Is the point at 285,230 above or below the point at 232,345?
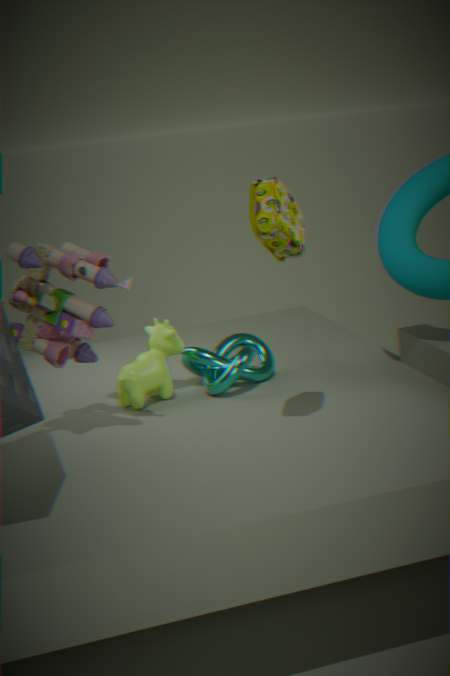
above
